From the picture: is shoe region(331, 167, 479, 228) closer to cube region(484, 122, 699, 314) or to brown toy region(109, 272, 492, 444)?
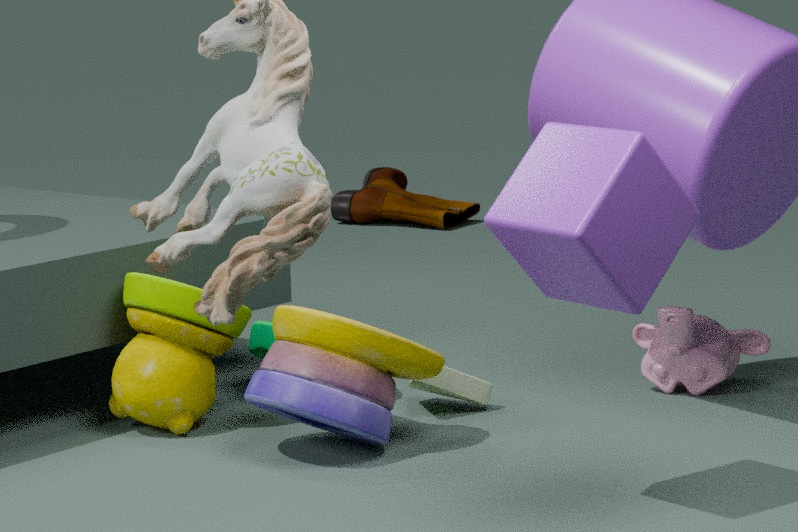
brown toy region(109, 272, 492, 444)
